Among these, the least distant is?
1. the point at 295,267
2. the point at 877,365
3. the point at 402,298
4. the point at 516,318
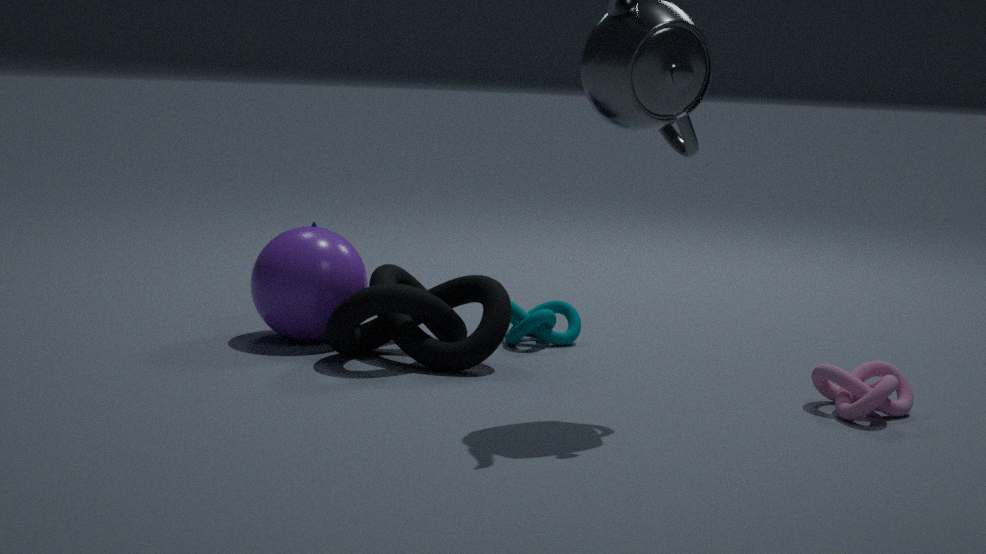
the point at 877,365
